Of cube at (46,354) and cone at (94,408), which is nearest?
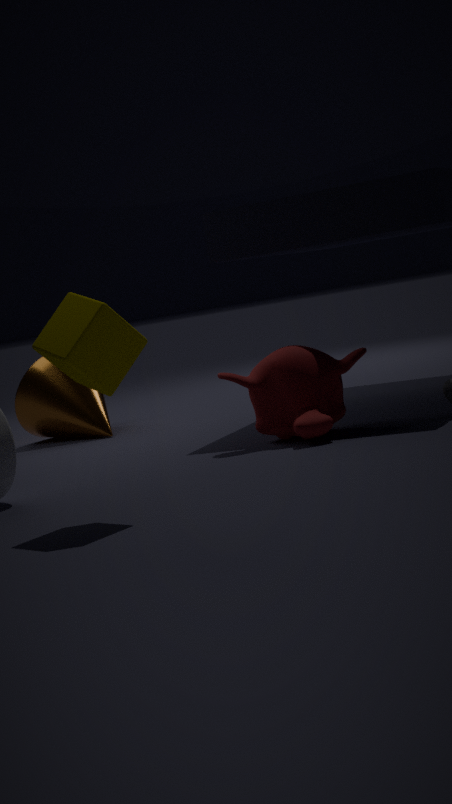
cube at (46,354)
